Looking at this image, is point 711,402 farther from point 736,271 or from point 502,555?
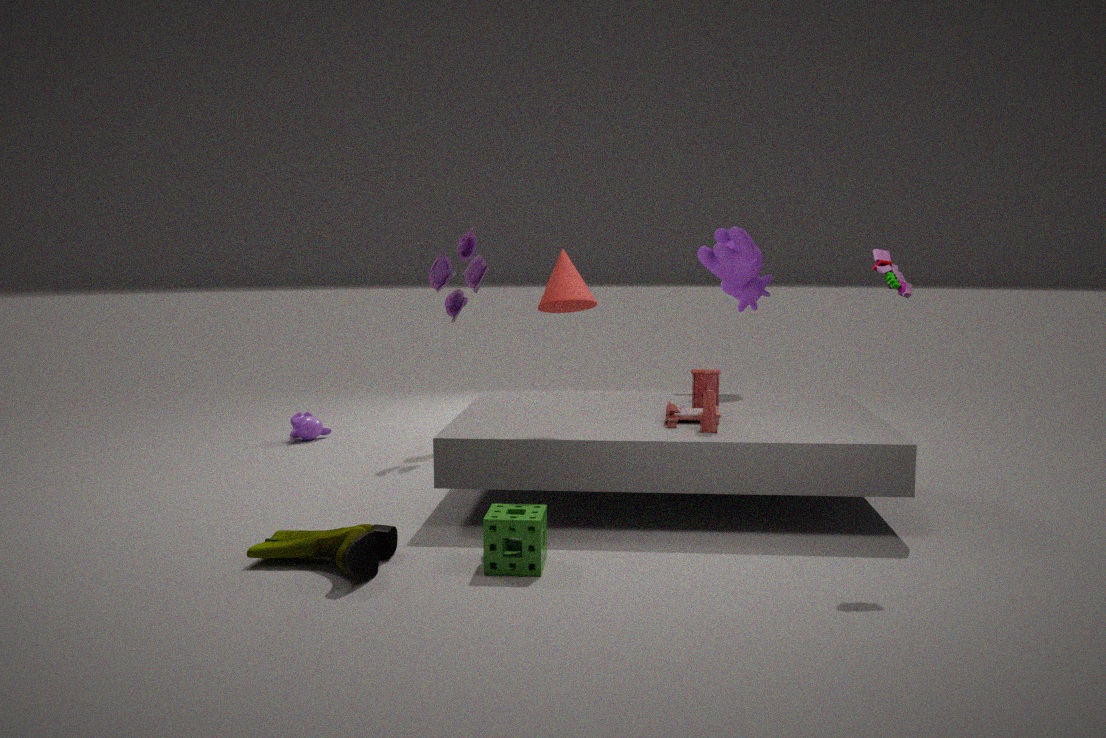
point 736,271
